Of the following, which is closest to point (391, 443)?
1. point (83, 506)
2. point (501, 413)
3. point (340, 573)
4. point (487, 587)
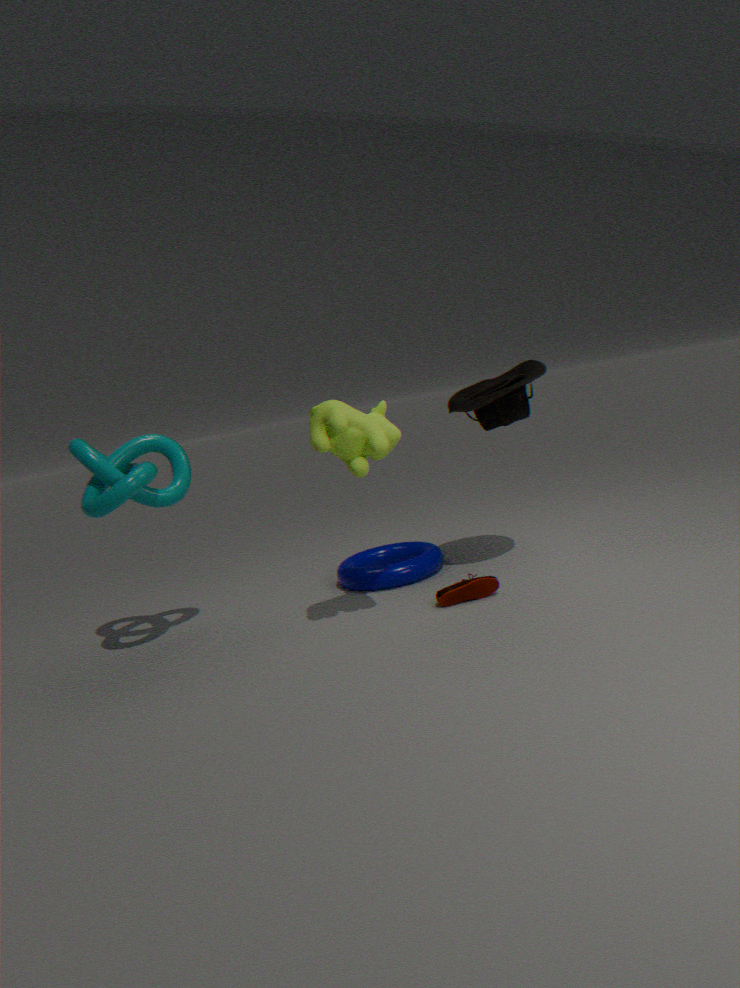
point (487, 587)
